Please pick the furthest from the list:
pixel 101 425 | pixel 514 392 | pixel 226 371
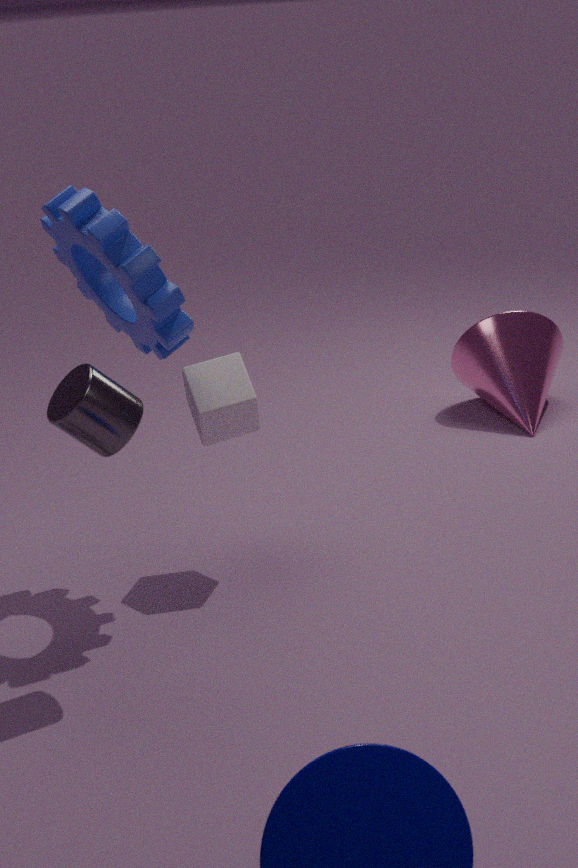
pixel 514 392
